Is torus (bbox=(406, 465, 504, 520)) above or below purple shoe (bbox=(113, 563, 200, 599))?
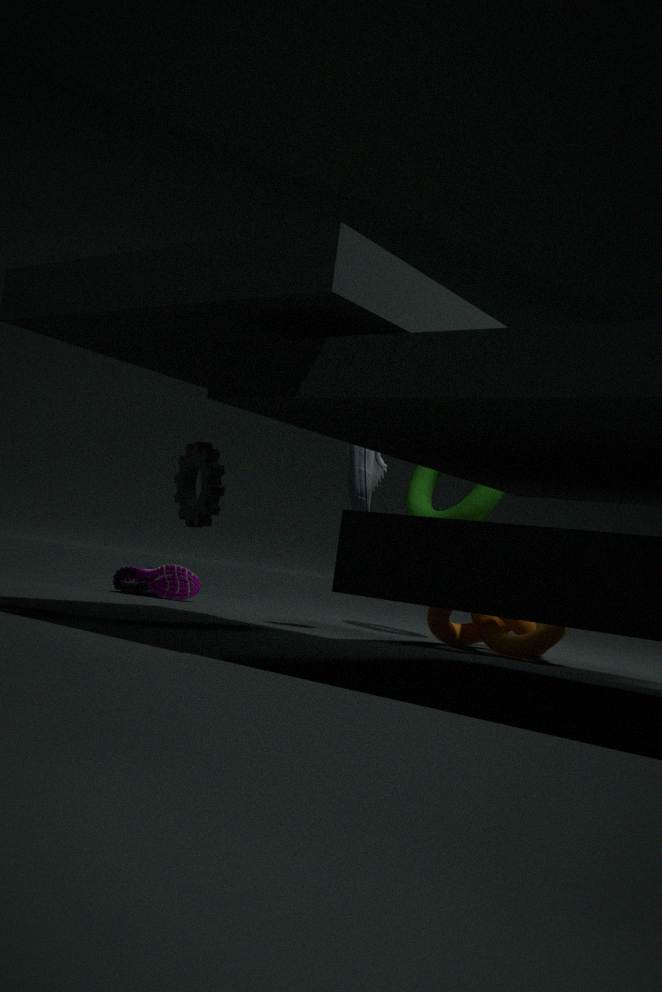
above
